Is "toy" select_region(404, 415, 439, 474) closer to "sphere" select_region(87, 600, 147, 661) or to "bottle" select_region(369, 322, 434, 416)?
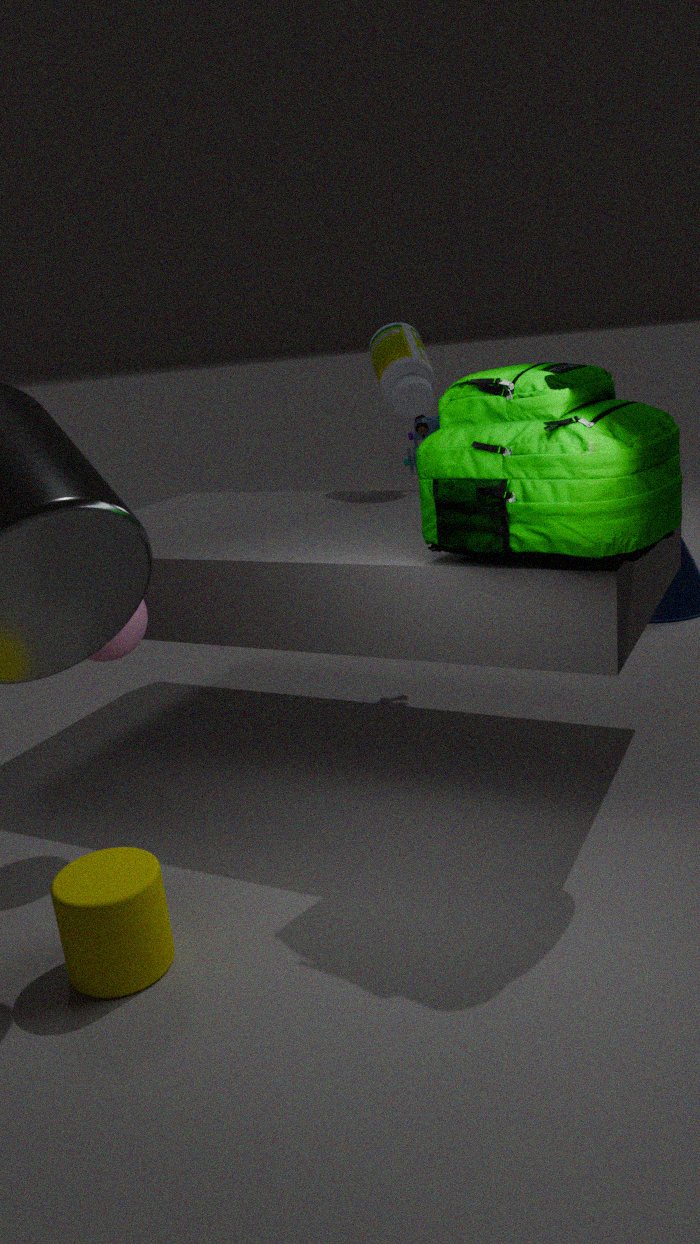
"bottle" select_region(369, 322, 434, 416)
